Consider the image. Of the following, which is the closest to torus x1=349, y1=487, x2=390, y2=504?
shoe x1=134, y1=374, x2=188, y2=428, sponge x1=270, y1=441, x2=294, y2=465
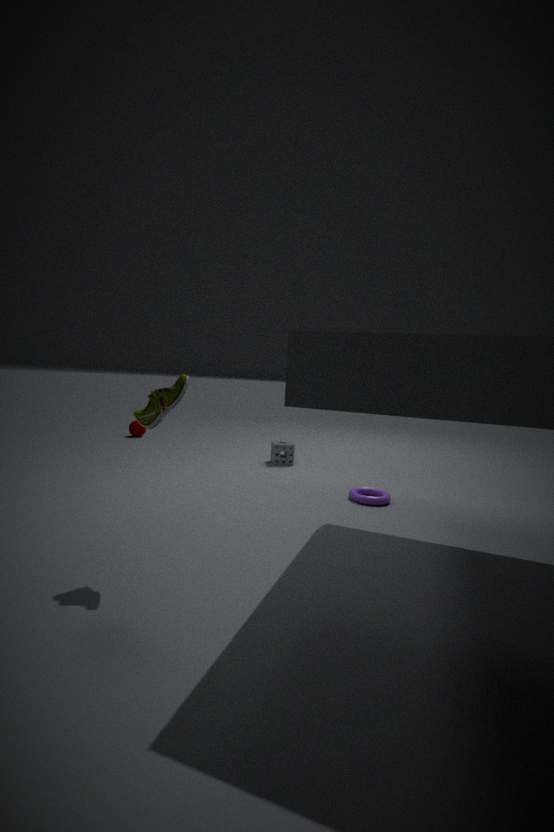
sponge x1=270, y1=441, x2=294, y2=465
